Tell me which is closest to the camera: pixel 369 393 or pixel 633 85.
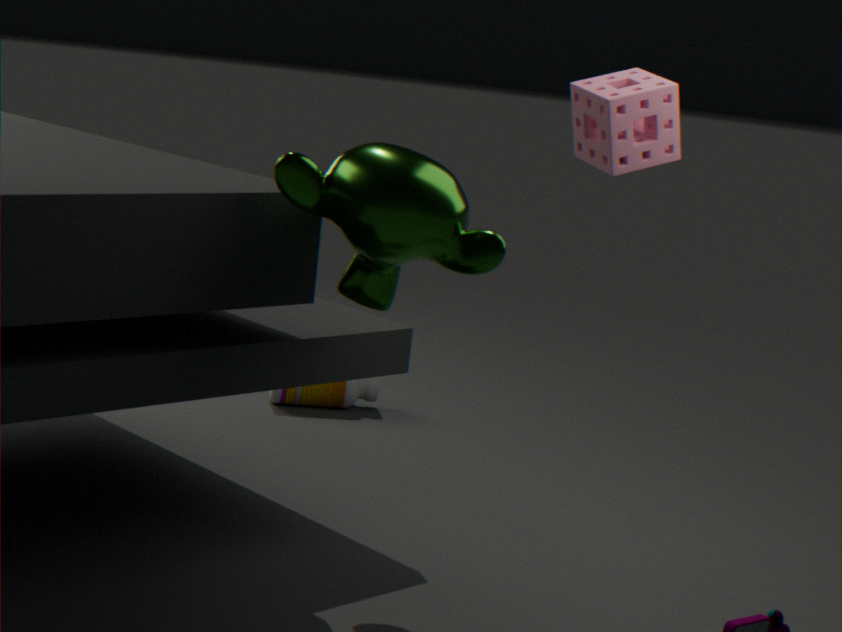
pixel 633 85
